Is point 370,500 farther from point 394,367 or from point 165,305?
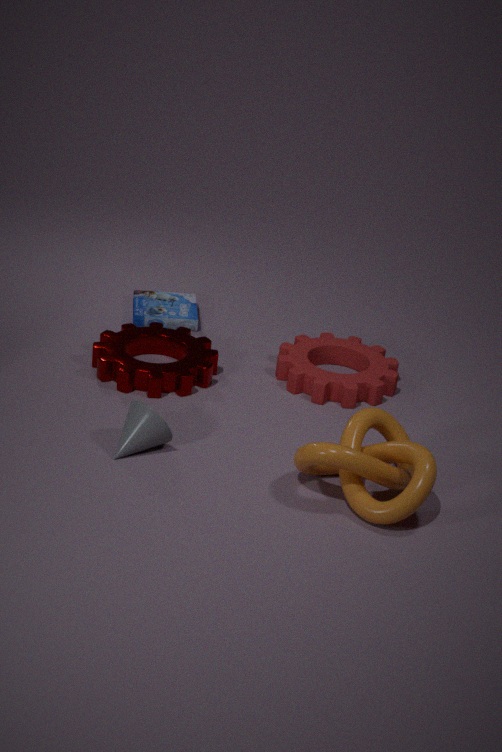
point 165,305
